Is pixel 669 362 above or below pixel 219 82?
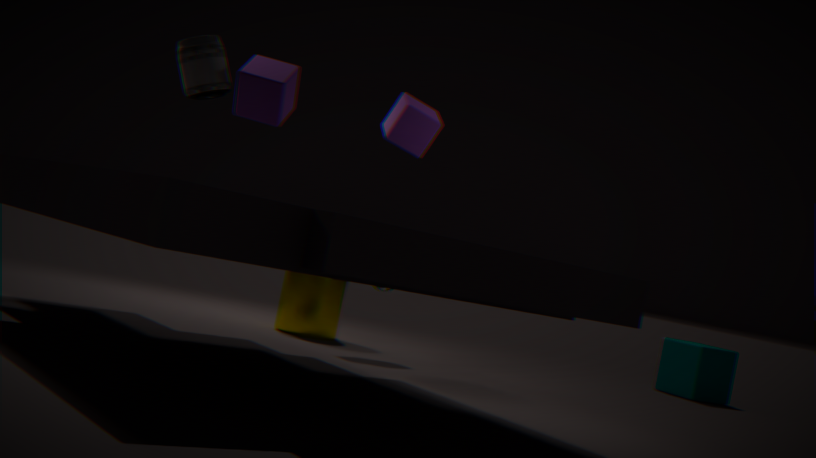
below
